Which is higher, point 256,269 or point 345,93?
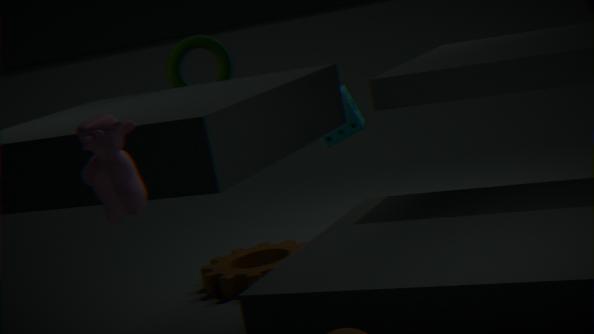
point 345,93
